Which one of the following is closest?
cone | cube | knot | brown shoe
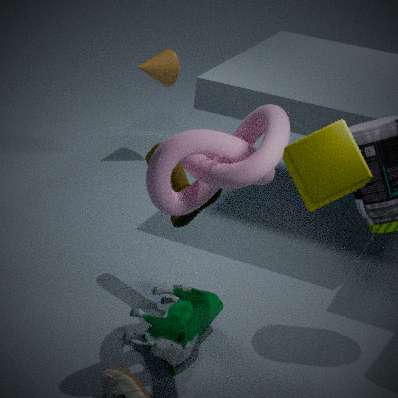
cube
